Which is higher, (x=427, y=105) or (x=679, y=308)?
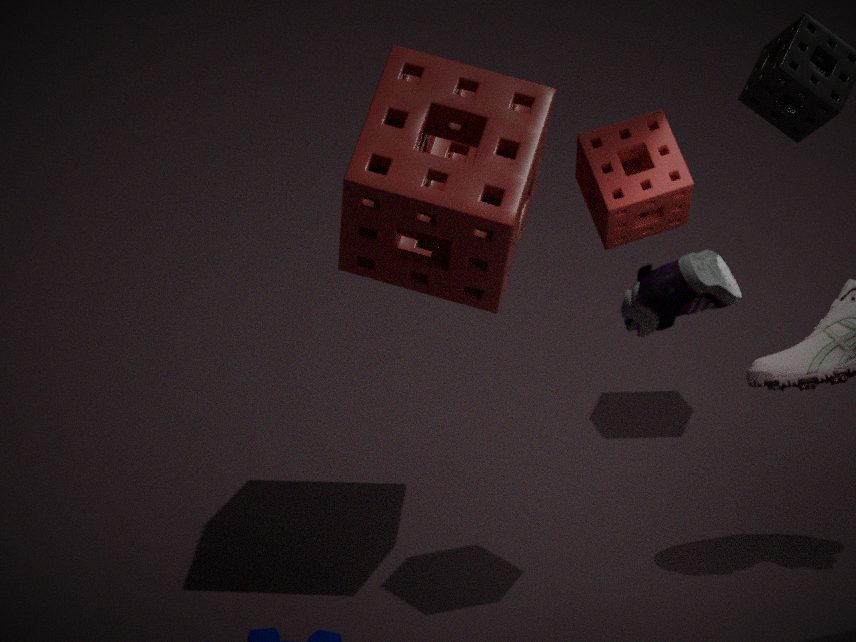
(x=679, y=308)
